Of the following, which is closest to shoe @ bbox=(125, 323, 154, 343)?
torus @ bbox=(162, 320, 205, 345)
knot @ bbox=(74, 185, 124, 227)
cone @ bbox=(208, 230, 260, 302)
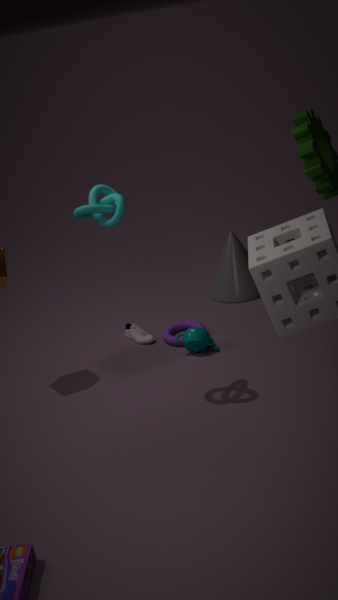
torus @ bbox=(162, 320, 205, 345)
